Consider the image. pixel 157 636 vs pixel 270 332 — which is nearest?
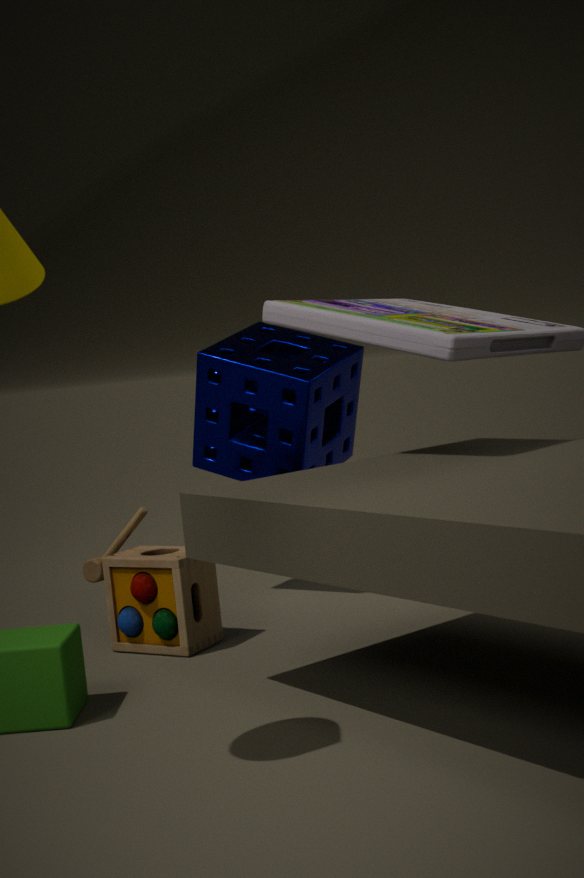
pixel 157 636
